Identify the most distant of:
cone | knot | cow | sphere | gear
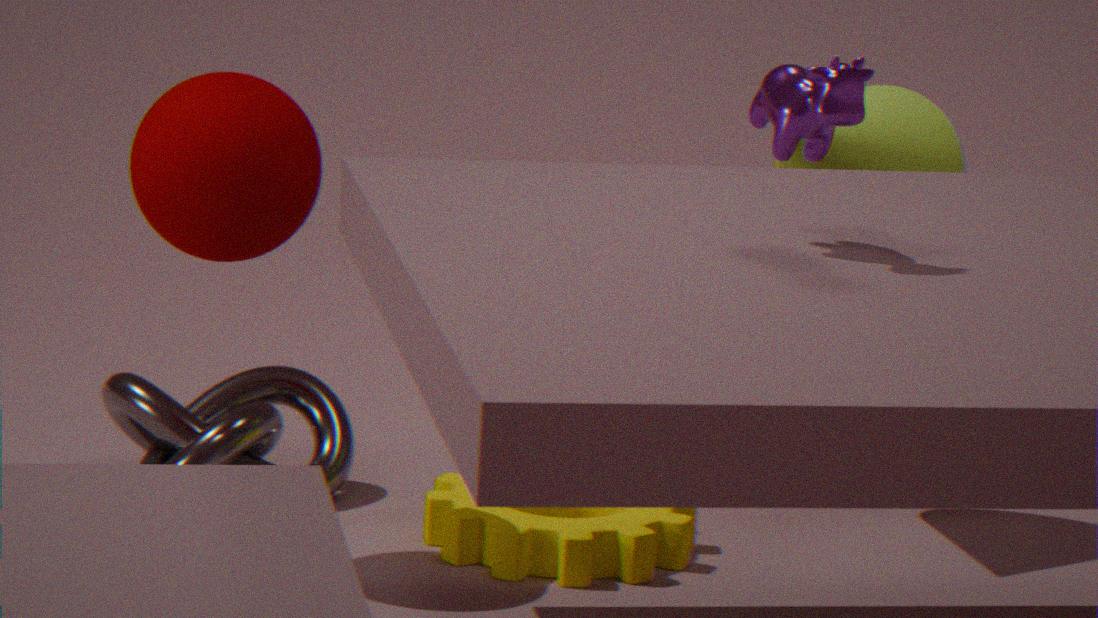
cone
